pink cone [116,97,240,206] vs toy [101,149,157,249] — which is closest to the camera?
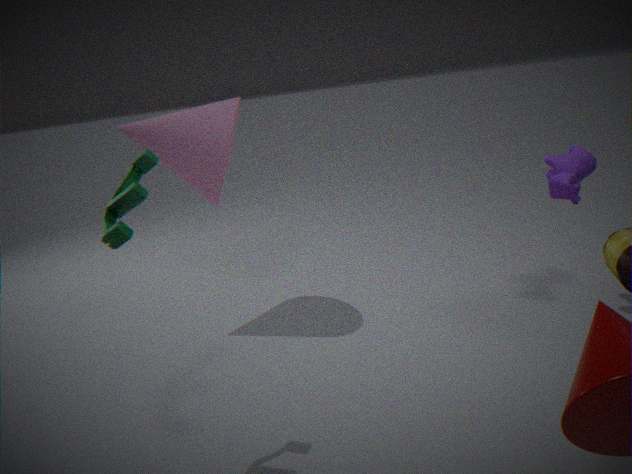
toy [101,149,157,249]
